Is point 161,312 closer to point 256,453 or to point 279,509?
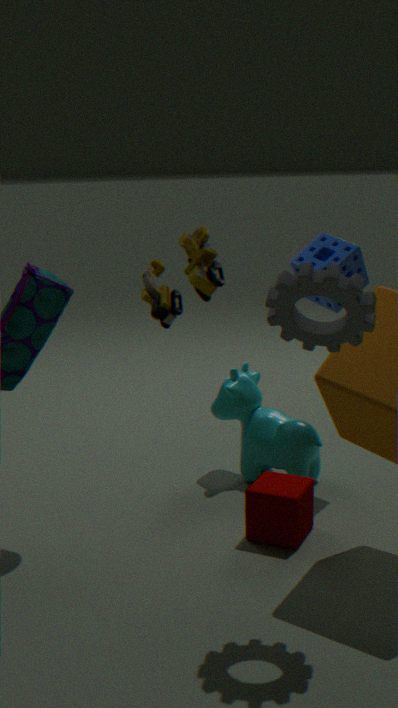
point 279,509
